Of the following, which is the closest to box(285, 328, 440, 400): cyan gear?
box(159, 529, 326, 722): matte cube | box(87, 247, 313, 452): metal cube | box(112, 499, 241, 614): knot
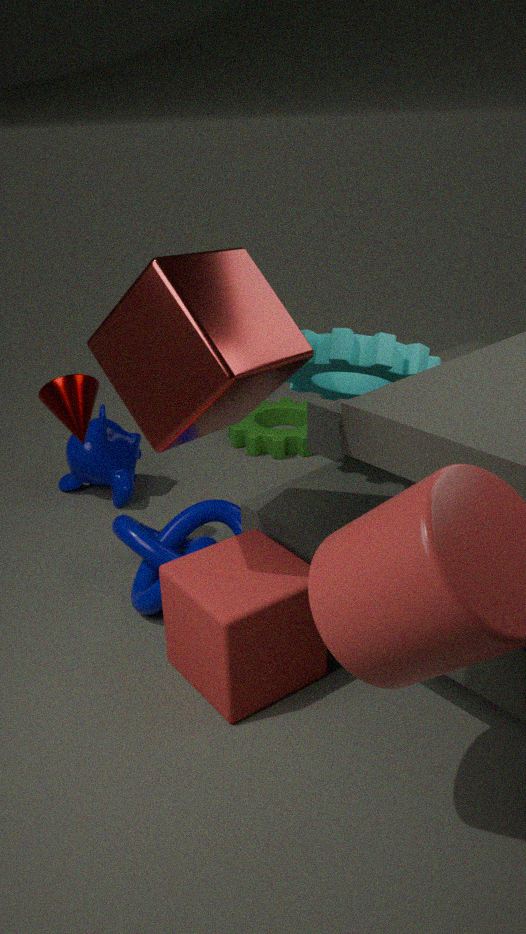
box(87, 247, 313, 452): metal cube
